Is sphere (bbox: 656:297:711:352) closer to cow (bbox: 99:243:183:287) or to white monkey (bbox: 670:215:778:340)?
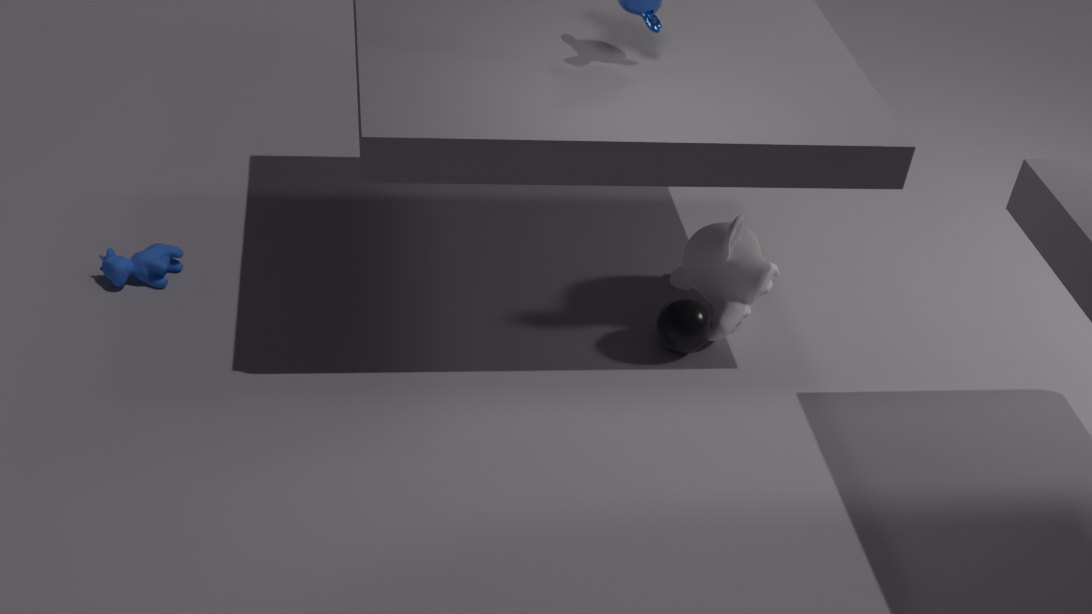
white monkey (bbox: 670:215:778:340)
